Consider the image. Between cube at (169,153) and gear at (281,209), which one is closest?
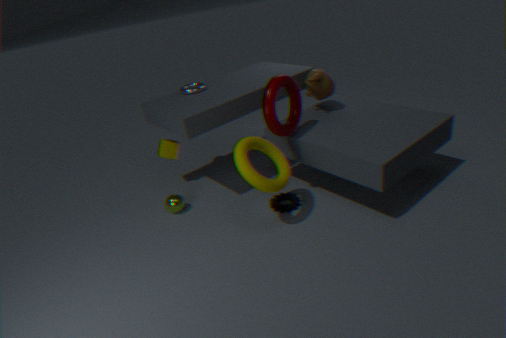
gear at (281,209)
